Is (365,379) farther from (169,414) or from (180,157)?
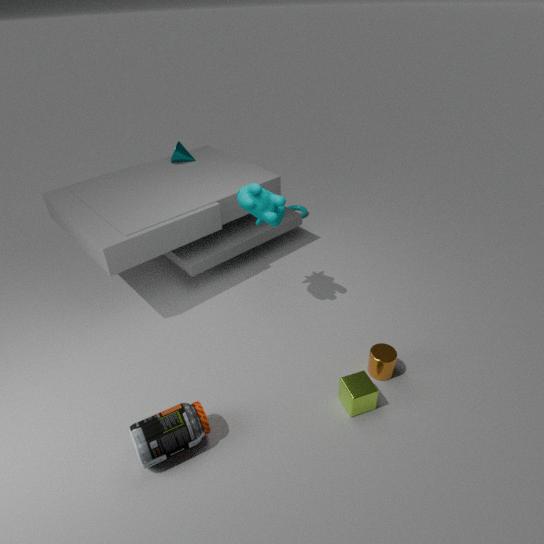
(180,157)
